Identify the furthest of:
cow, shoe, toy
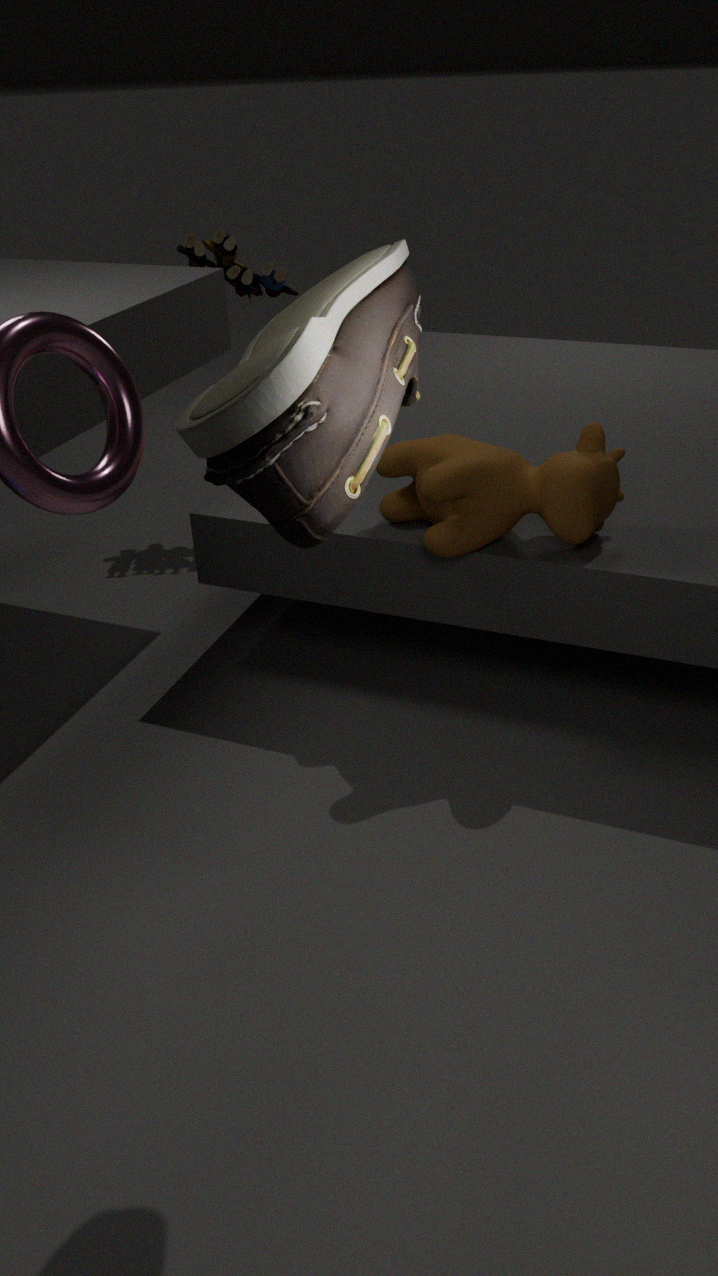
toy
